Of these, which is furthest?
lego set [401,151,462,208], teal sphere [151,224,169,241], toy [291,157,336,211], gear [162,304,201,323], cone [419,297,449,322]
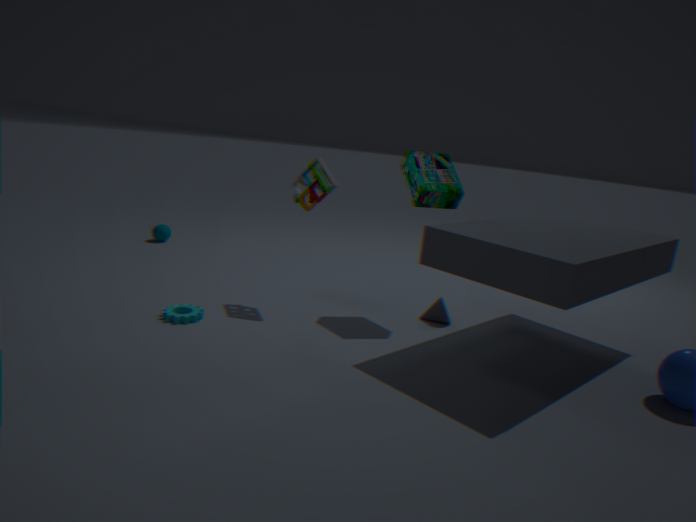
teal sphere [151,224,169,241]
